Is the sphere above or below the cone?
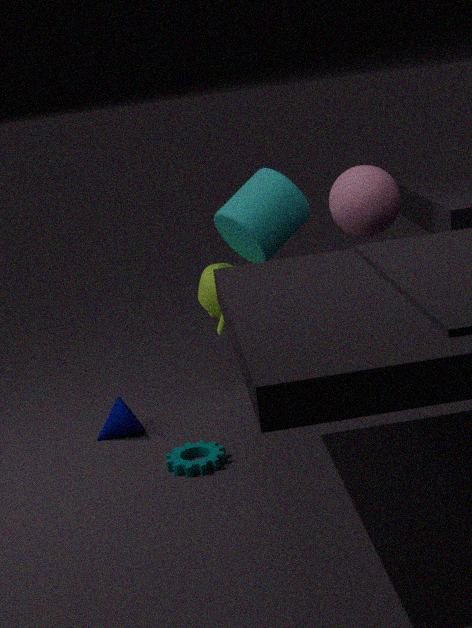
above
